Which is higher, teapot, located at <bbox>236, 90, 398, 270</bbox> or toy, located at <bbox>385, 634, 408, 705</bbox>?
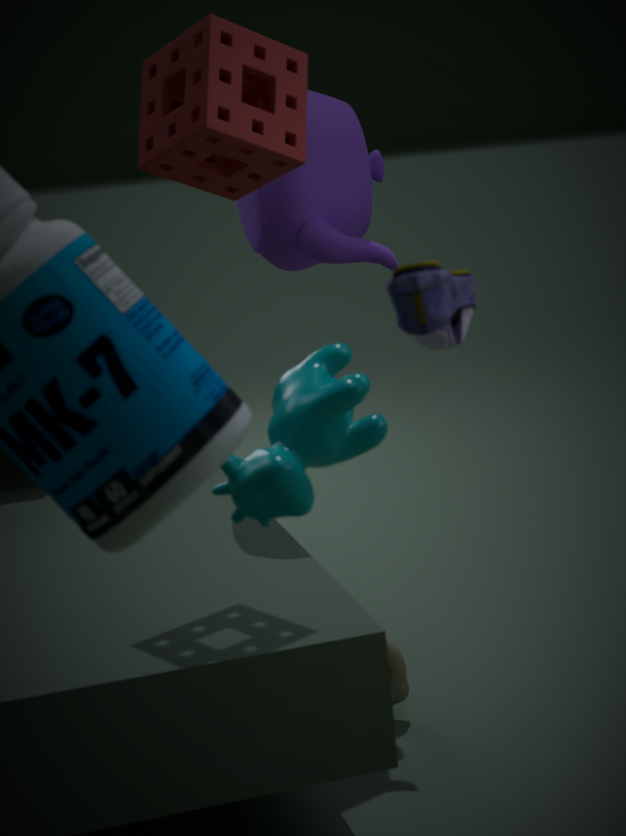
teapot, located at <bbox>236, 90, 398, 270</bbox>
